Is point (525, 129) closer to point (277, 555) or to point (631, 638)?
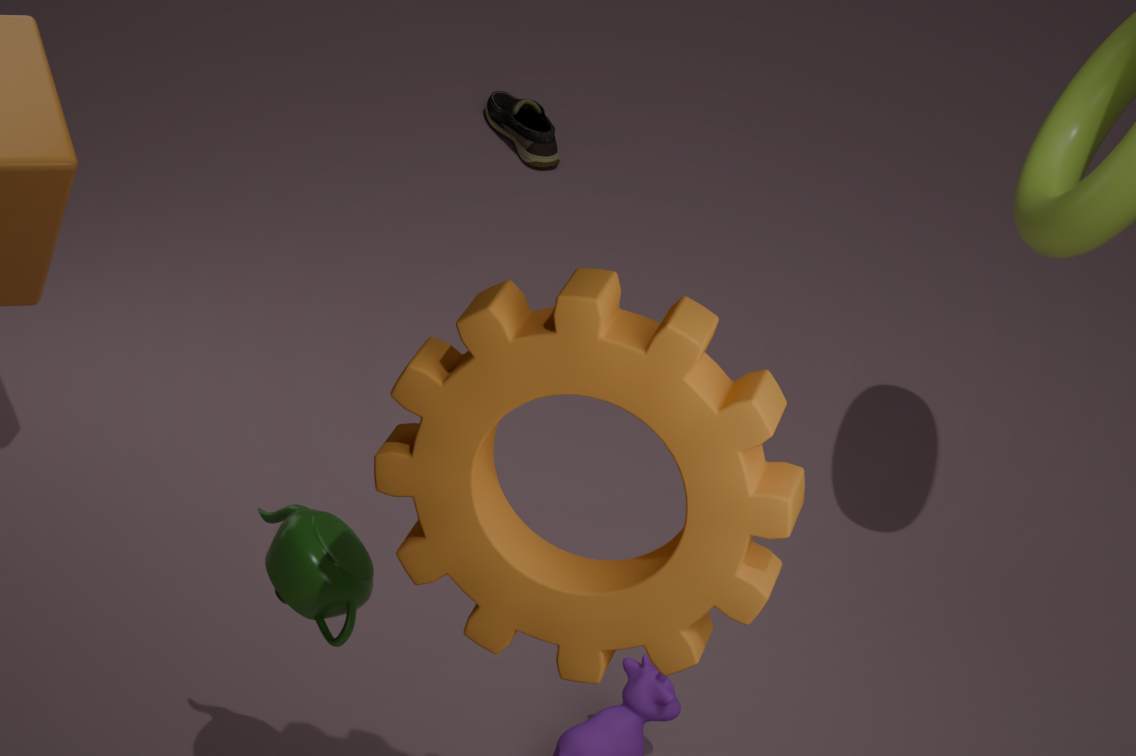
point (277, 555)
